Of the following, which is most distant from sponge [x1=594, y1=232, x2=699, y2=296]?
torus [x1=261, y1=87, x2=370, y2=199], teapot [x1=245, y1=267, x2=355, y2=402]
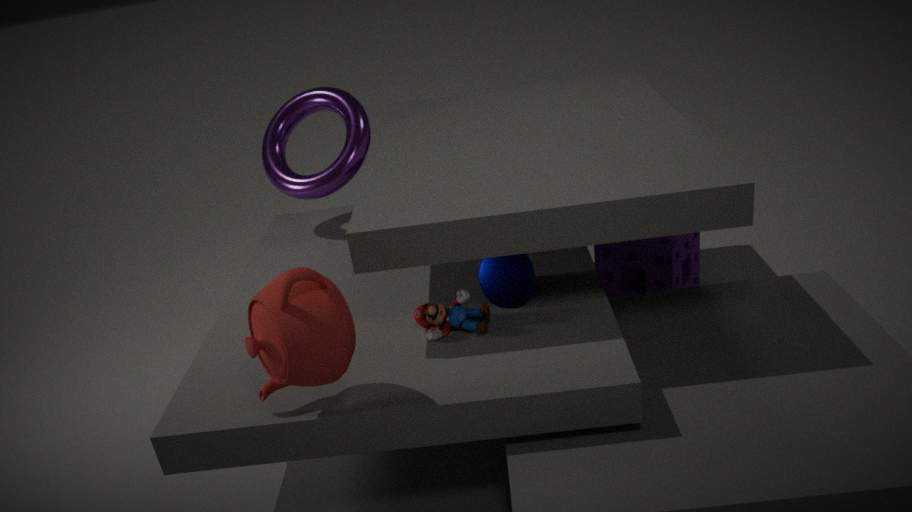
teapot [x1=245, y1=267, x2=355, y2=402]
